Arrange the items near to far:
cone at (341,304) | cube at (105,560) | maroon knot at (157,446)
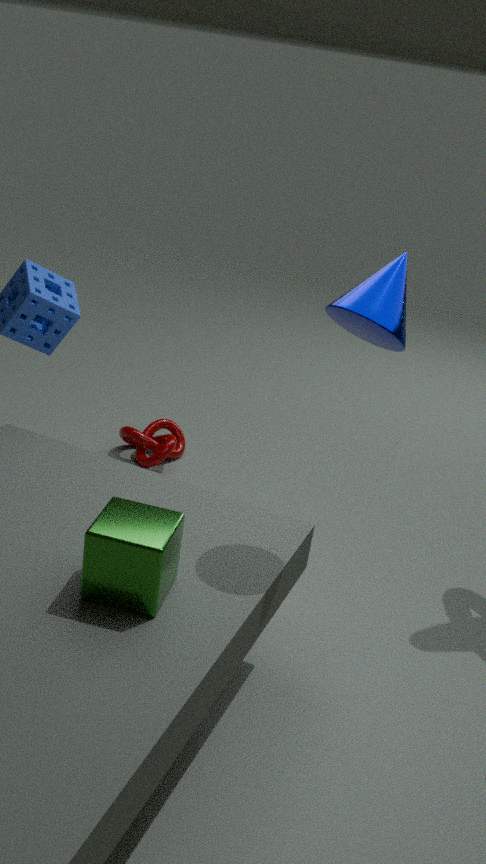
cube at (105,560)
cone at (341,304)
maroon knot at (157,446)
